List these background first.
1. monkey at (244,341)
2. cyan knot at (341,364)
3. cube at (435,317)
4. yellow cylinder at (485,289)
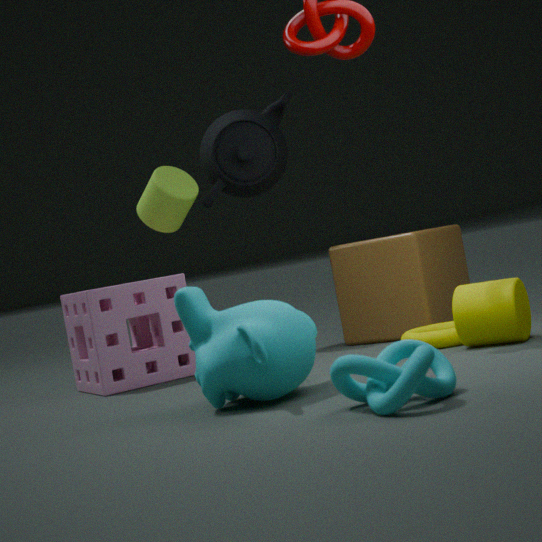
cube at (435,317) < yellow cylinder at (485,289) < monkey at (244,341) < cyan knot at (341,364)
